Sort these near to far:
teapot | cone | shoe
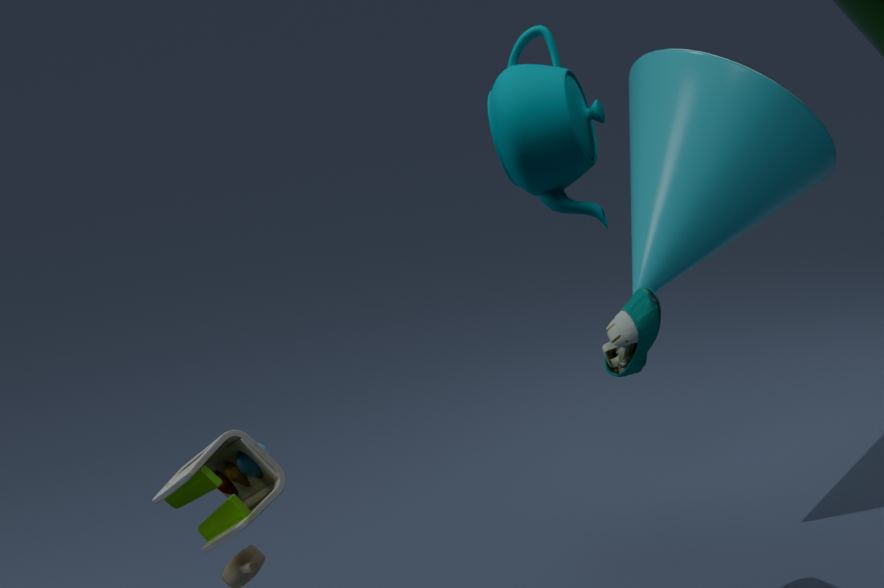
teapot < shoe < cone
